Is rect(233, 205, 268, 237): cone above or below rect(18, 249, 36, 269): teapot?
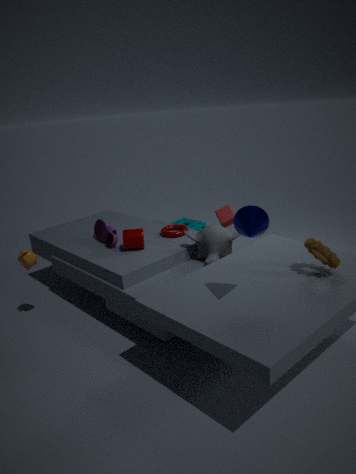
above
